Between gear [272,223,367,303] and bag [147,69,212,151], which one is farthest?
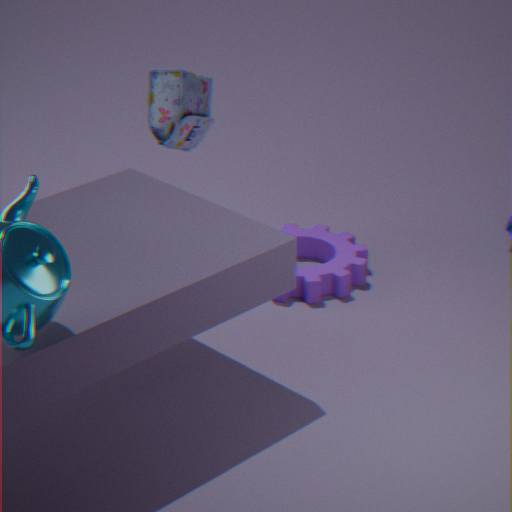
bag [147,69,212,151]
